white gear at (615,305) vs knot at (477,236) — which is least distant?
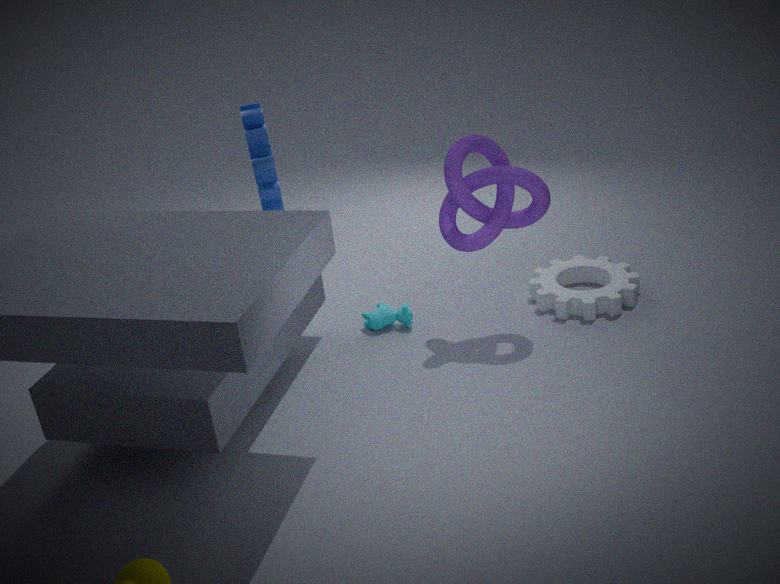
knot at (477,236)
